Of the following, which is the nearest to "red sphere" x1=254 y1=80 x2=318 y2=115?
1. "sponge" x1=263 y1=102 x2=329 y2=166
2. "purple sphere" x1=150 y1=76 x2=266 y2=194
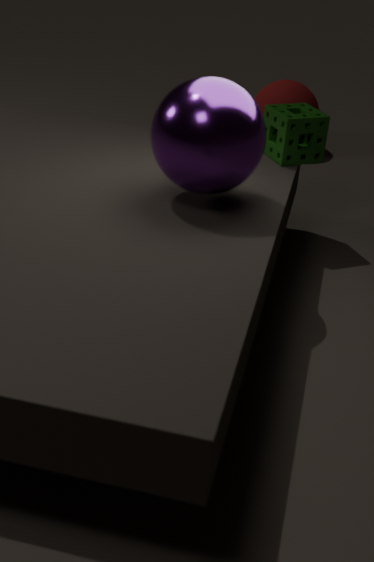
"sponge" x1=263 y1=102 x2=329 y2=166
